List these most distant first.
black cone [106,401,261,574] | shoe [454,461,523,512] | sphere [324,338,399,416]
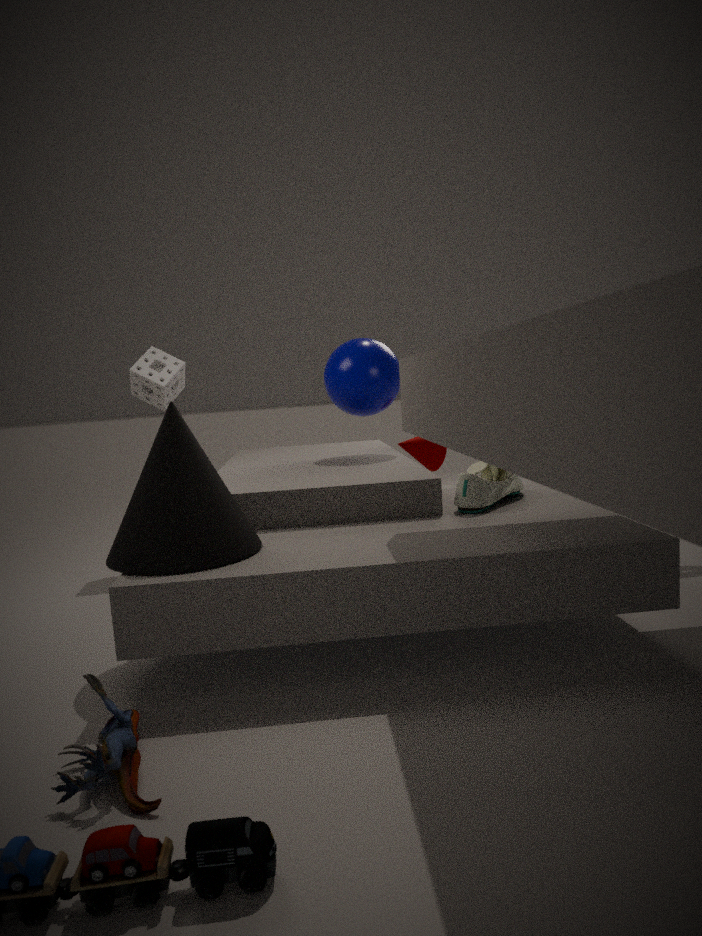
1. sphere [324,338,399,416]
2. shoe [454,461,523,512]
3. black cone [106,401,261,574]
